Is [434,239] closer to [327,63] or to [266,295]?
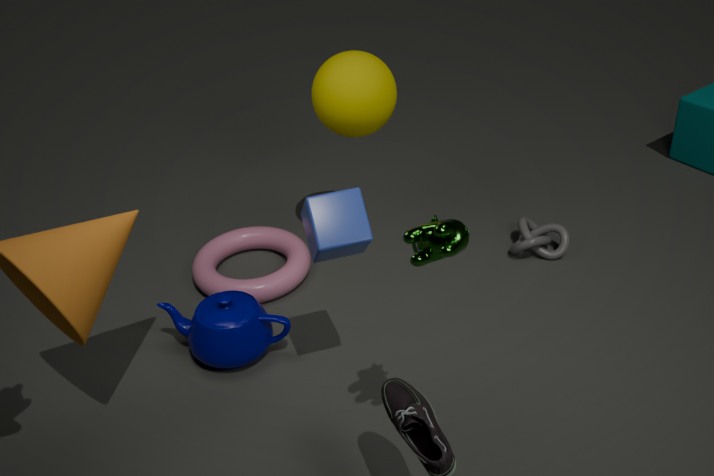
[327,63]
